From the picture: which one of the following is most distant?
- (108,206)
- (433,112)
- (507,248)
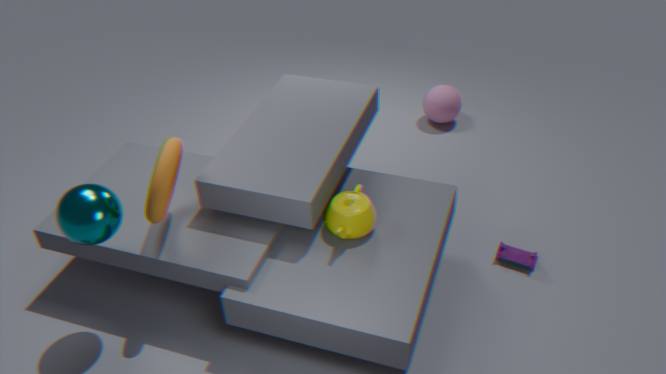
(433,112)
